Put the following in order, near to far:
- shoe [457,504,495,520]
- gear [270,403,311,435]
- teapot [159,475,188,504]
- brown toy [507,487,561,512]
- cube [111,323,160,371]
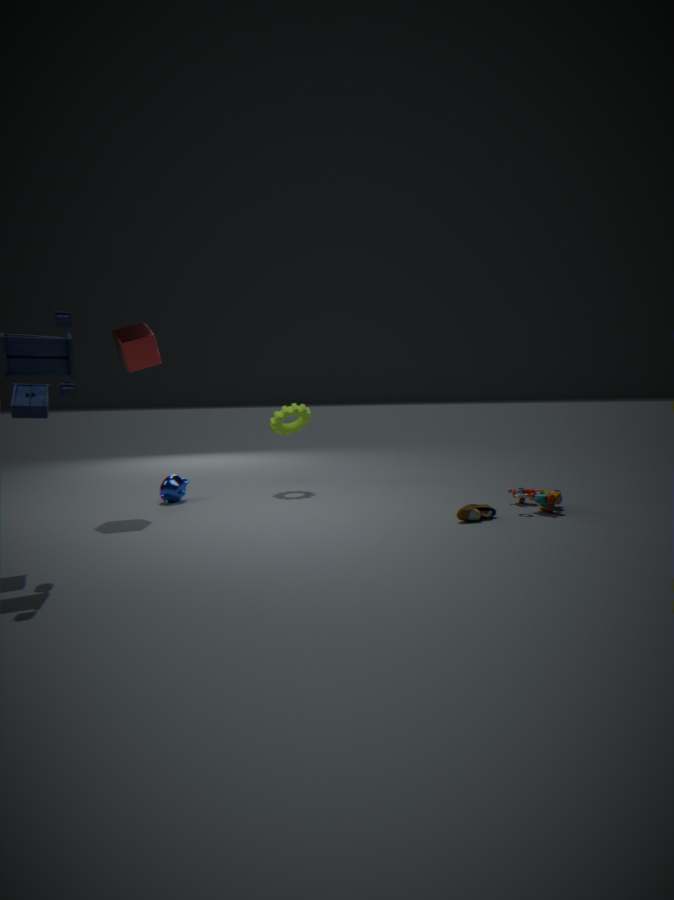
shoe [457,504,495,520], brown toy [507,487,561,512], cube [111,323,160,371], teapot [159,475,188,504], gear [270,403,311,435]
